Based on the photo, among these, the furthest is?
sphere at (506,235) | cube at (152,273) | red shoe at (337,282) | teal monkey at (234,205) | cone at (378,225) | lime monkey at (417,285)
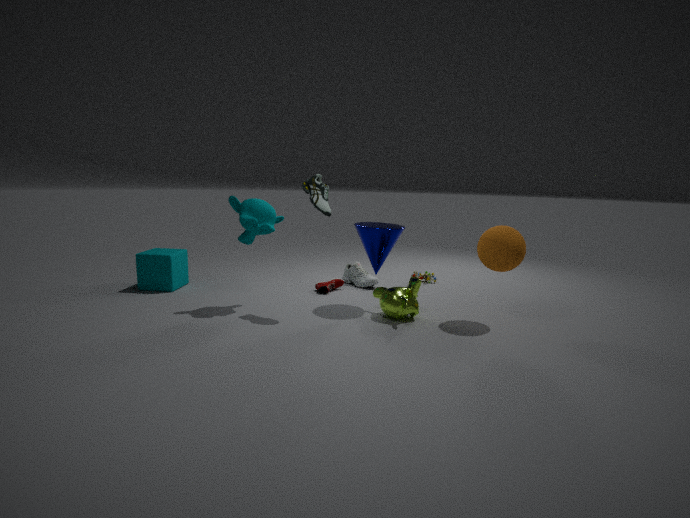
red shoe at (337,282)
